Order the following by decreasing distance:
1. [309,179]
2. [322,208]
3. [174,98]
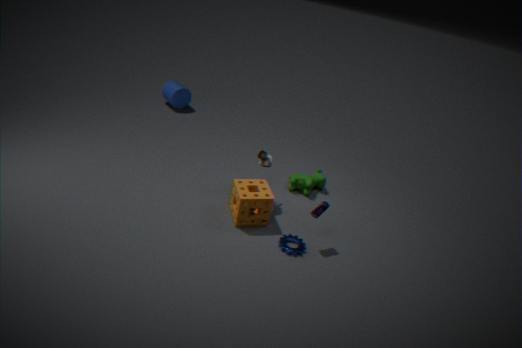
1. [174,98]
2. [309,179]
3. [322,208]
